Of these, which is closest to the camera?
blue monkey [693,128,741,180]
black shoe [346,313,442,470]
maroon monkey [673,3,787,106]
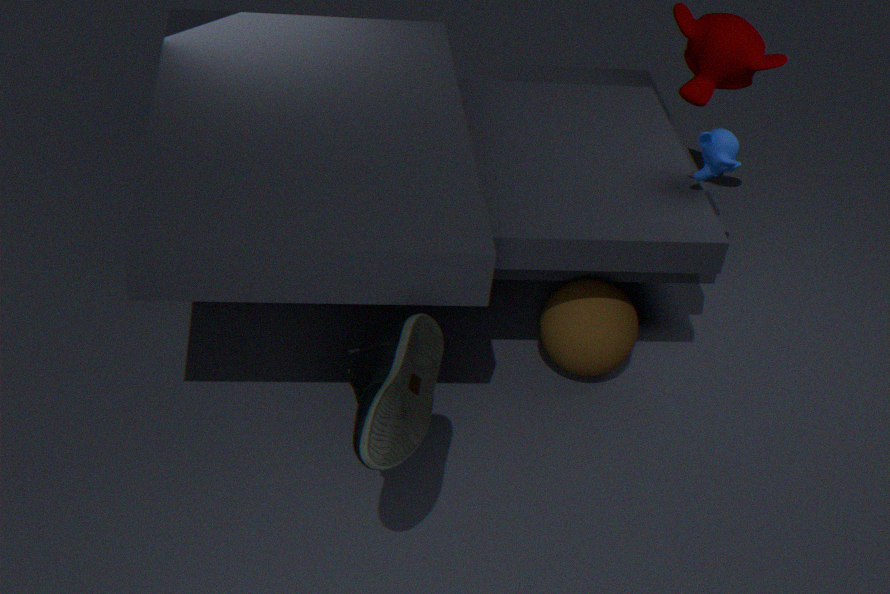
black shoe [346,313,442,470]
